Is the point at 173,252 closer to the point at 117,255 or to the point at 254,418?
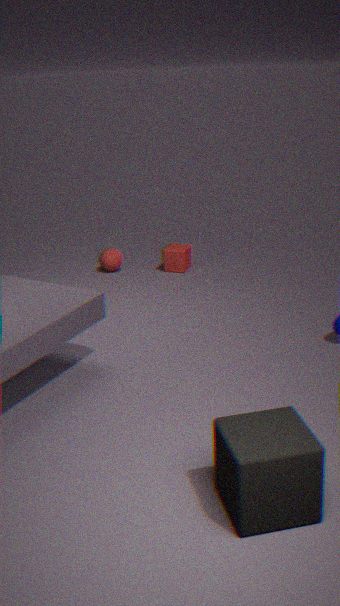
the point at 117,255
